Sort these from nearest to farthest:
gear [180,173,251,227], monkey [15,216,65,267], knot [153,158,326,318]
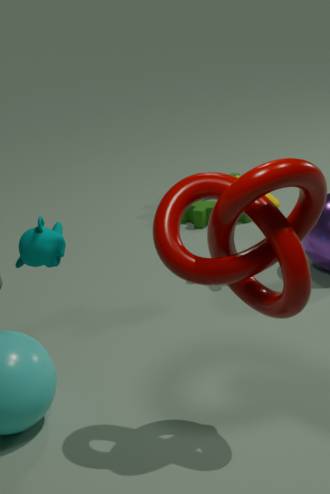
1. knot [153,158,326,318]
2. monkey [15,216,65,267]
3. gear [180,173,251,227]
